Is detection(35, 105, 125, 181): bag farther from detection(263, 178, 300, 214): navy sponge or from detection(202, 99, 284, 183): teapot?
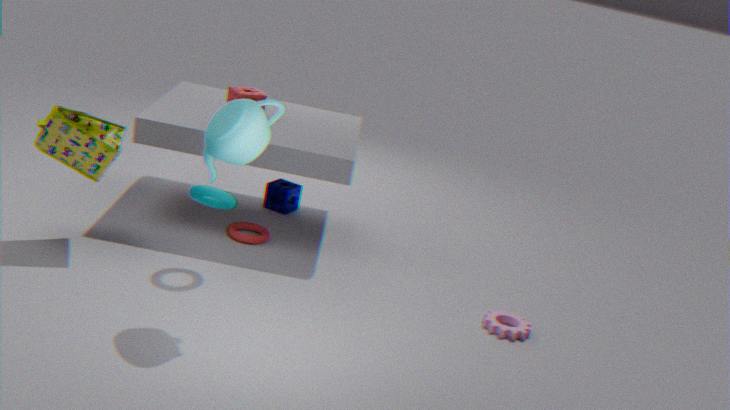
detection(263, 178, 300, 214): navy sponge
